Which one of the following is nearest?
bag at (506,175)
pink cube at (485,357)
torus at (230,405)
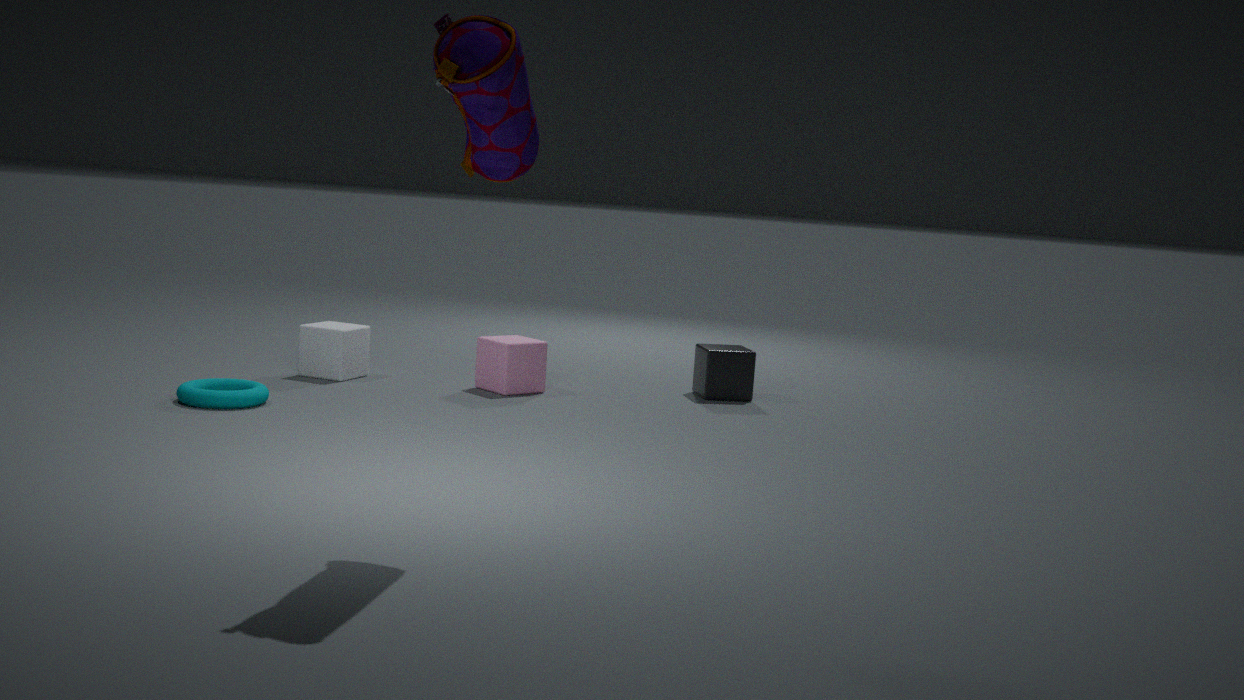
bag at (506,175)
